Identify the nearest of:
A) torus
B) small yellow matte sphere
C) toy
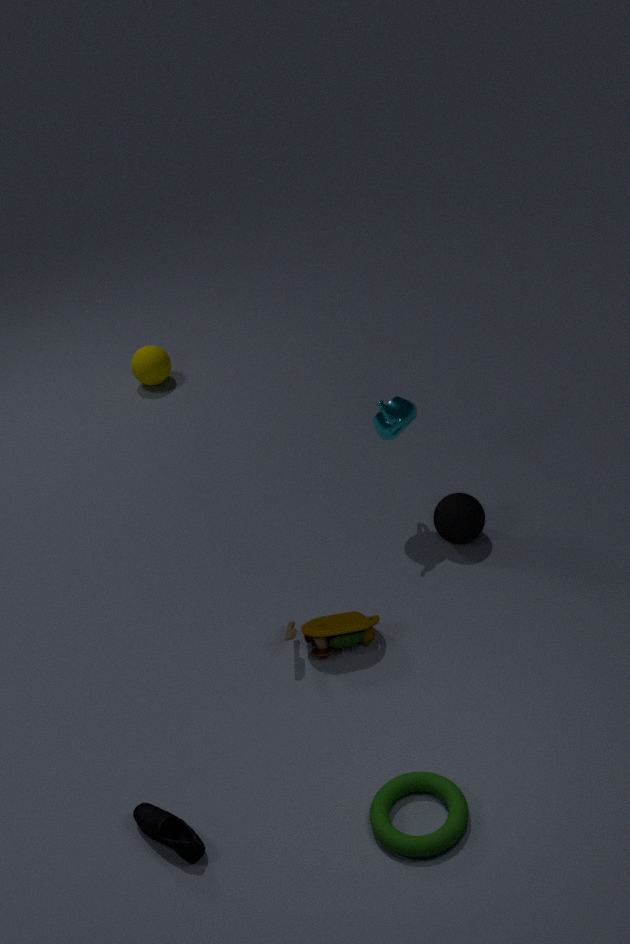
torus
